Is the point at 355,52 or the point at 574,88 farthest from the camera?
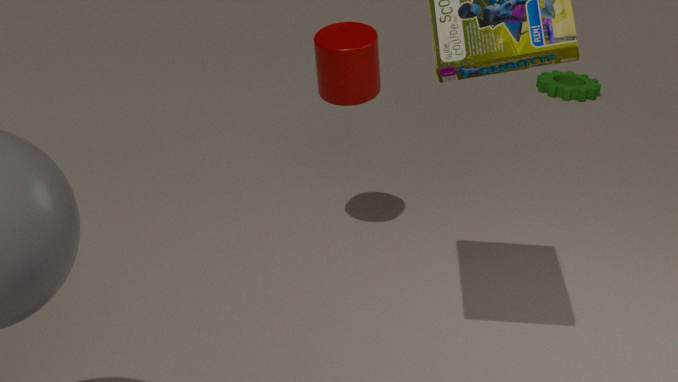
the point at 574,88
